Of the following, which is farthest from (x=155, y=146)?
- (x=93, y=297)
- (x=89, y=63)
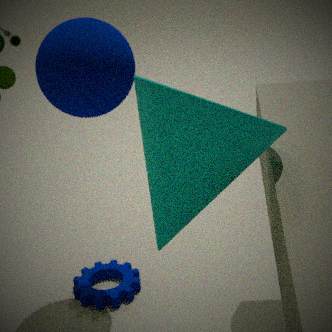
(x=93, y=297)
